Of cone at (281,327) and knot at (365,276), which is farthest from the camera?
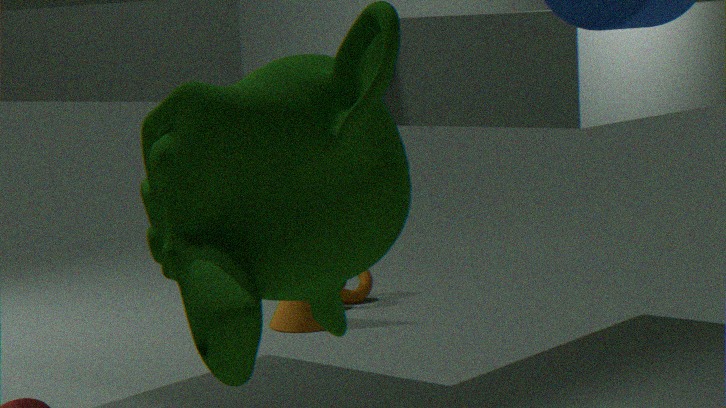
knot at (365,276)
